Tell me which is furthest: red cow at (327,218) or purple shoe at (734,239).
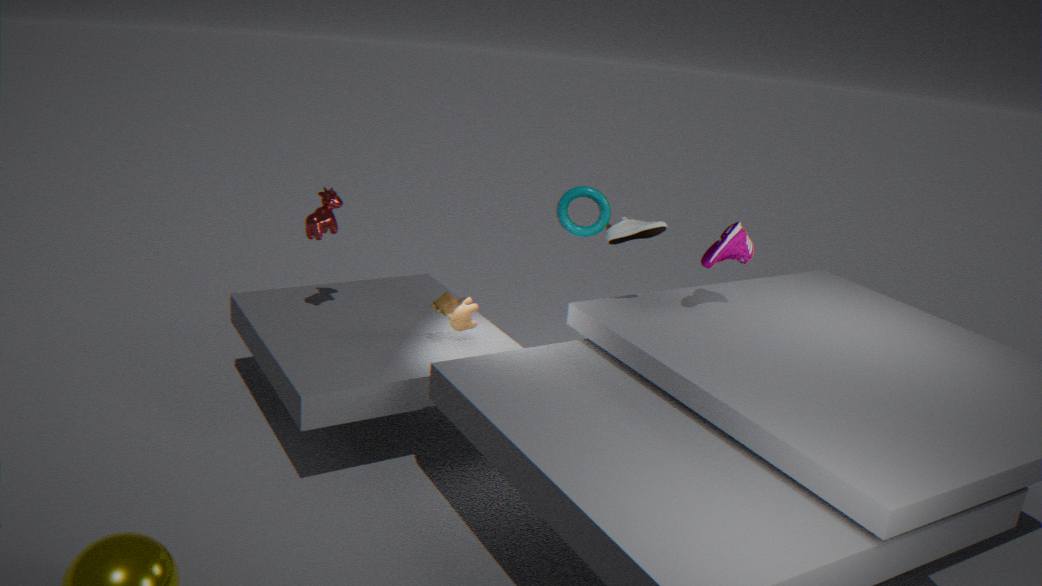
red cow at (327,218)
